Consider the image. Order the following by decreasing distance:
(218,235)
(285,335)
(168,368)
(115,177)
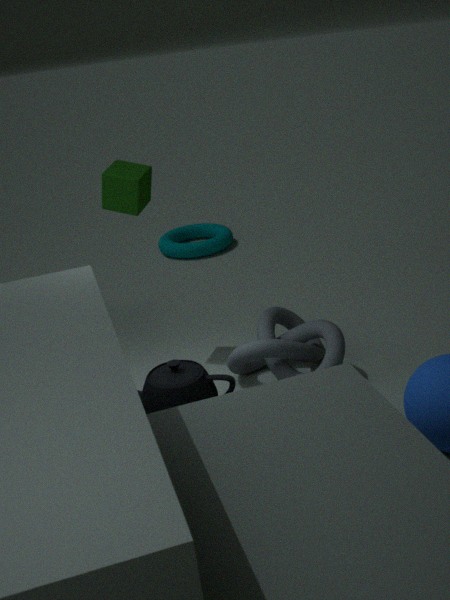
(218,235) → (285,335) → (115,177) → (168,368)
